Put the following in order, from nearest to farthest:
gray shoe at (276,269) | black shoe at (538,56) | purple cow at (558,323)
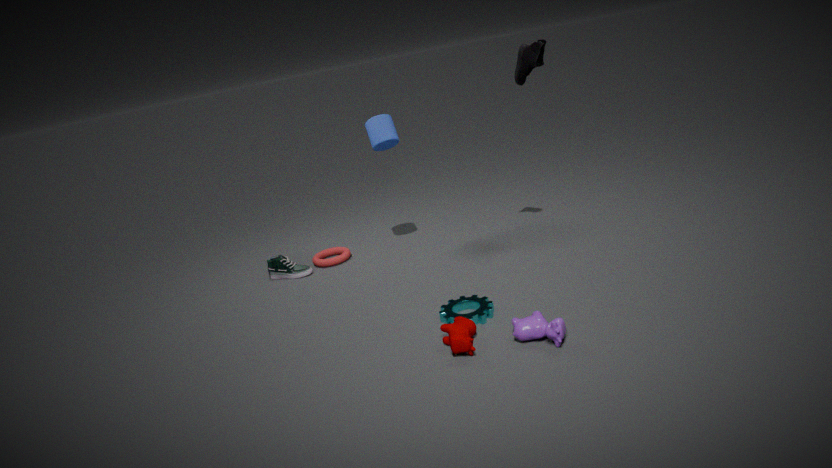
1. purple cow at (558,323)
2. black shoe at (538,56)
3. gray shoe at (276,269)
